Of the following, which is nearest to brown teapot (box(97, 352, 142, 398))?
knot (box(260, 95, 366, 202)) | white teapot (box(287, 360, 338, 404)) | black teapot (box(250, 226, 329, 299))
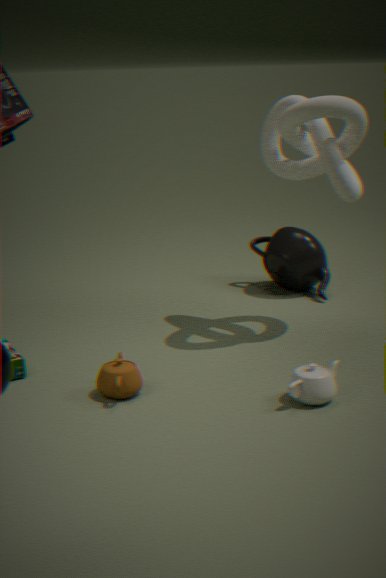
white teapot (box(287, 360, 338, 404))
